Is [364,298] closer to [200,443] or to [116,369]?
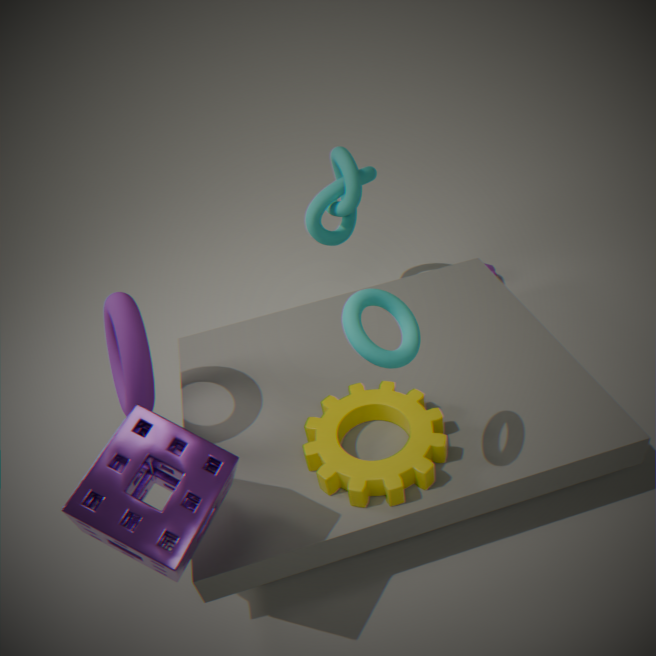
[200,443]
